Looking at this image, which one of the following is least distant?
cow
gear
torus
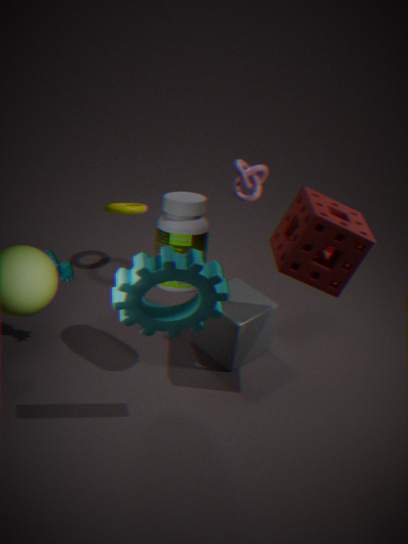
gear
